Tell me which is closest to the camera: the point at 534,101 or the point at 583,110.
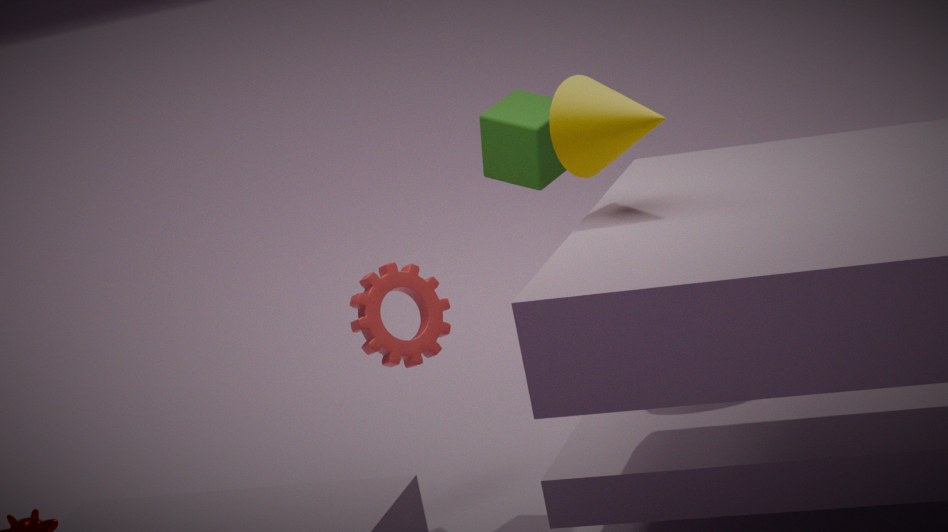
the point at 583,110
